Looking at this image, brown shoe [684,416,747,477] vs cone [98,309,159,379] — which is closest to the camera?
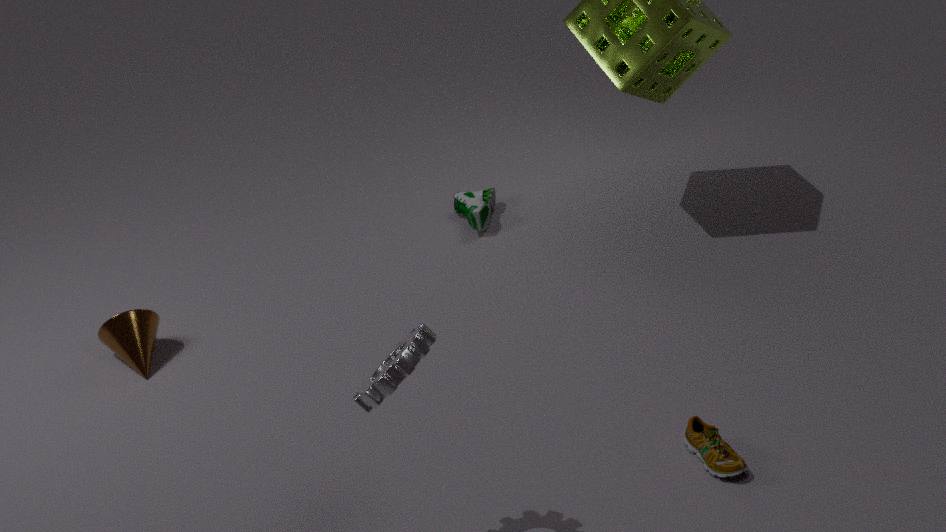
brown shoe [684,416,747,477]
